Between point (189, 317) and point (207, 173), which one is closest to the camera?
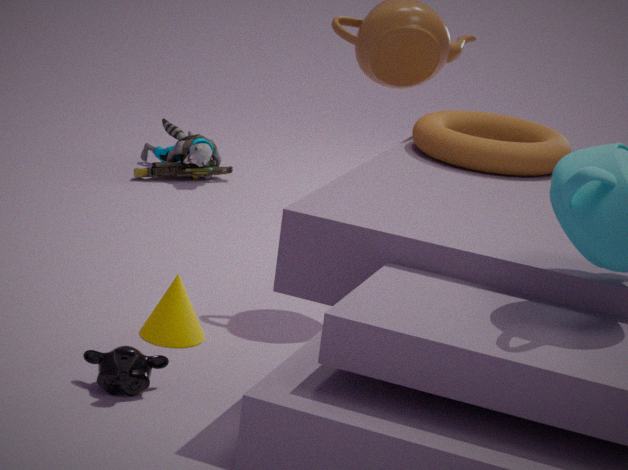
point (189, 317)
